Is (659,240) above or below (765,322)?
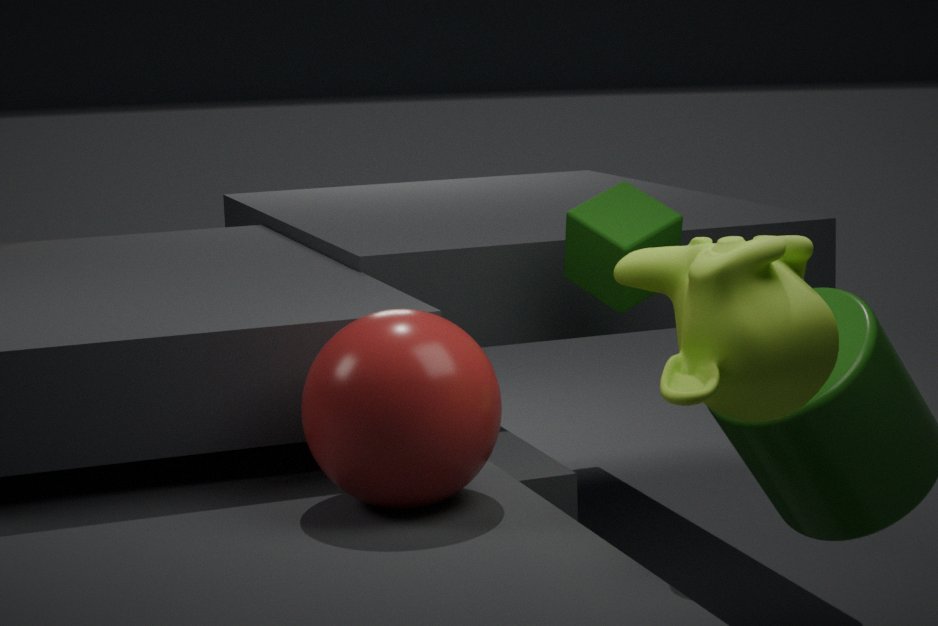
above
